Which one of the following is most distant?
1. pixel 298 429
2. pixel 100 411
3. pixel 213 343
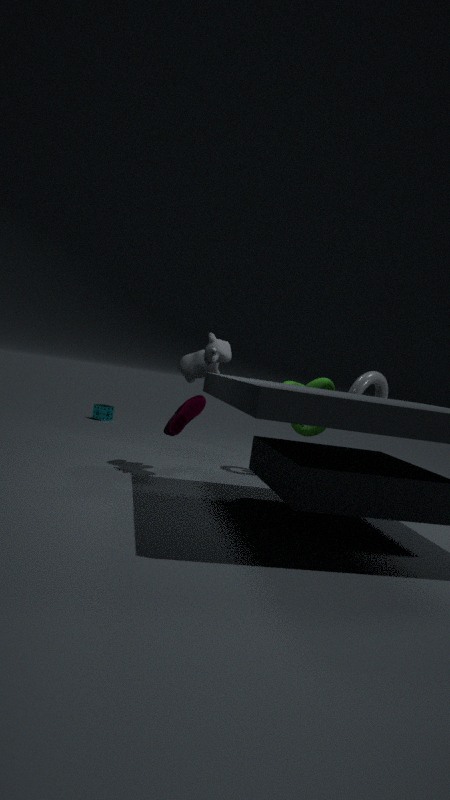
pixel 100 411
